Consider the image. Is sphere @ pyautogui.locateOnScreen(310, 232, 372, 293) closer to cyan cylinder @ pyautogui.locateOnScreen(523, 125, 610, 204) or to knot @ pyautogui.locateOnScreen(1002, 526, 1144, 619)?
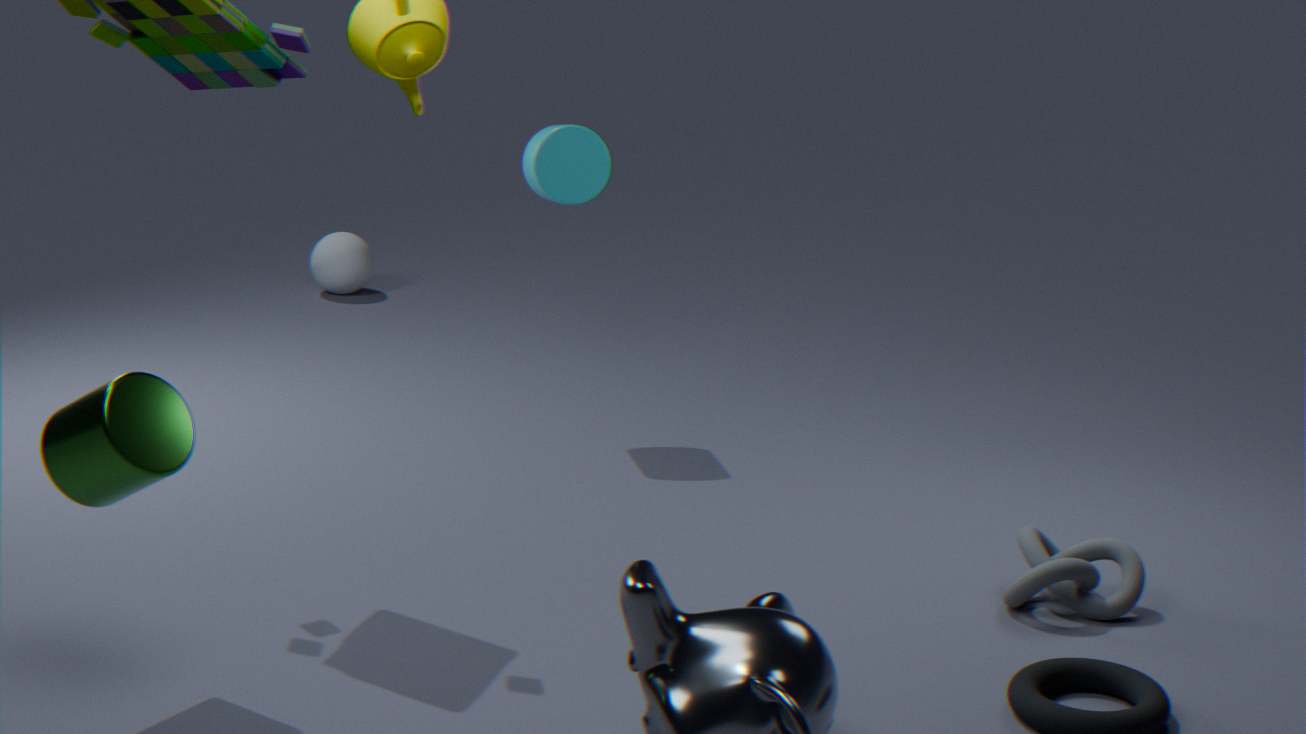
cyan cylinder @ pyautogui.locateOnScreen(523, 125, 610, 204)
